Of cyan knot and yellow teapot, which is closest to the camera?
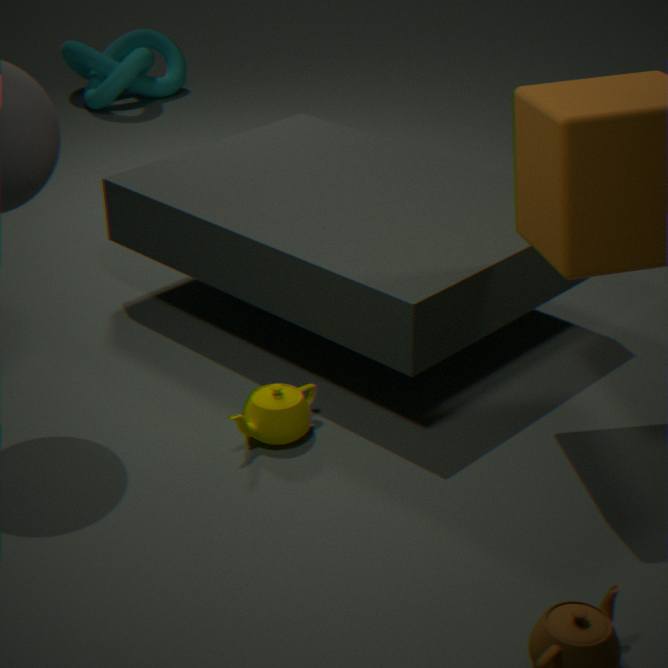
yellow teapot
